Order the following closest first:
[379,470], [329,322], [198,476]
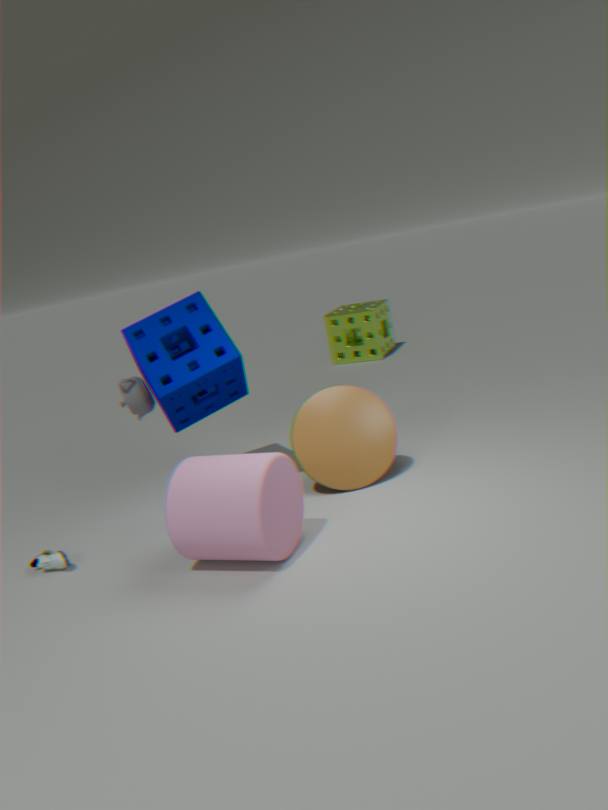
[198,476] < [379,470] < [329,322]
